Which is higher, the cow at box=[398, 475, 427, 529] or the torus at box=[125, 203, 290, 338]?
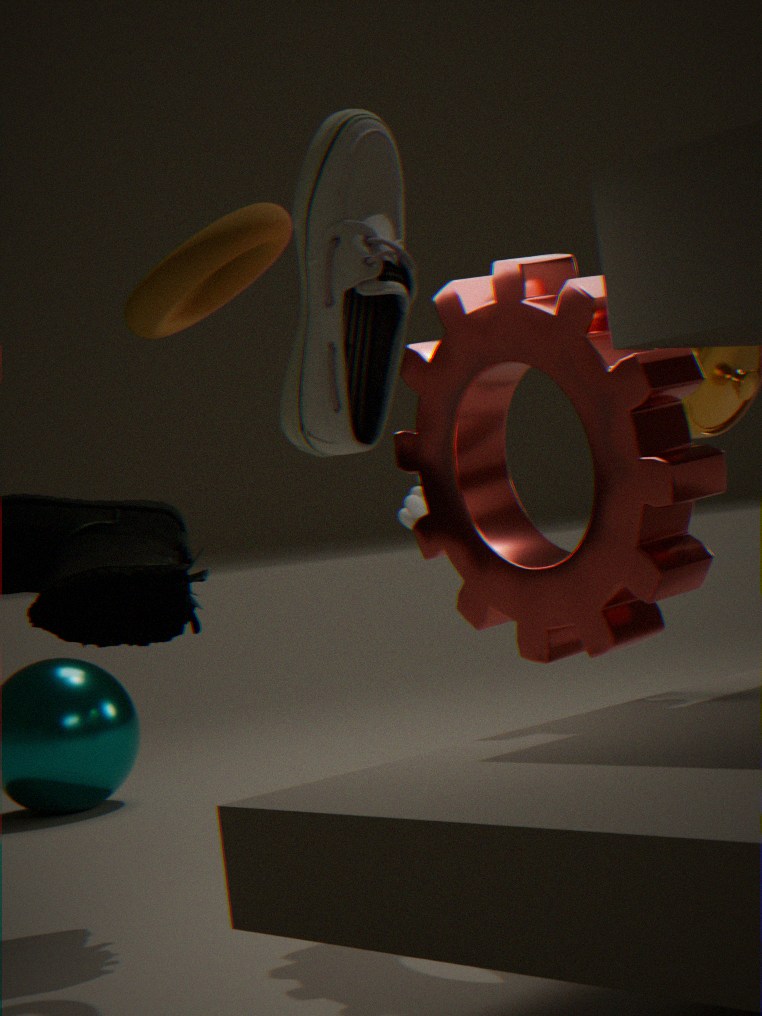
the torus at box=[125, 203, 290, 338]
